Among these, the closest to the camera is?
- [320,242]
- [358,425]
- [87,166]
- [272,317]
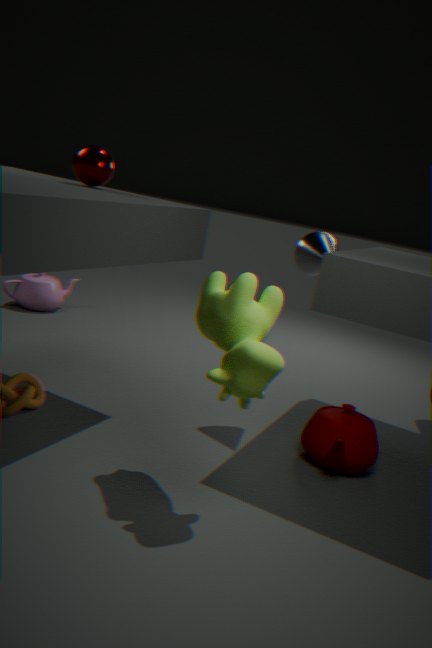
[272,317]
